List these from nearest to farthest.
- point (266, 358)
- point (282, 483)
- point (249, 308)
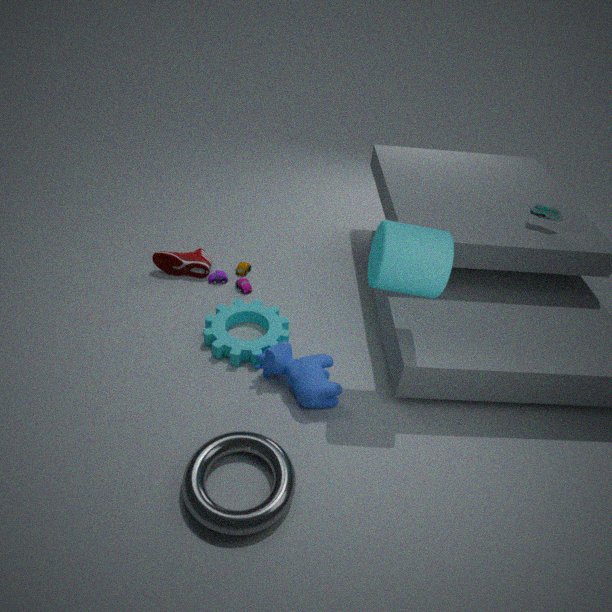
1. point (282, 483)
2. point (266, 358)
3. point (249, 308)
